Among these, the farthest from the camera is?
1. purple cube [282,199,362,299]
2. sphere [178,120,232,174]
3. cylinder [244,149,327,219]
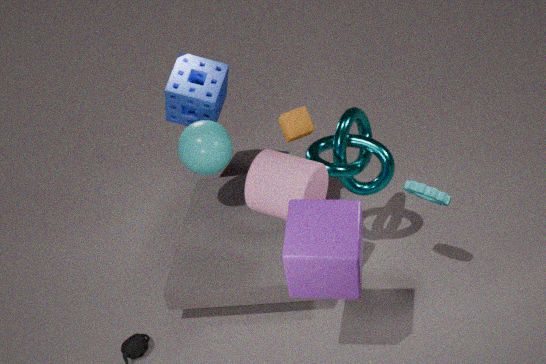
sphere [178,120,232,174]
